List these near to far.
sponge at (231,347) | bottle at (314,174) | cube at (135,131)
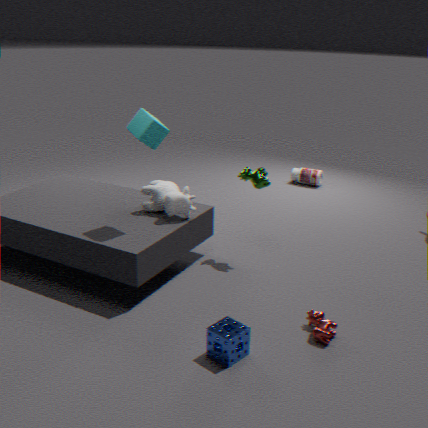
sponge at (231,347) → cube at (135,131) → bottle at (314,174)
